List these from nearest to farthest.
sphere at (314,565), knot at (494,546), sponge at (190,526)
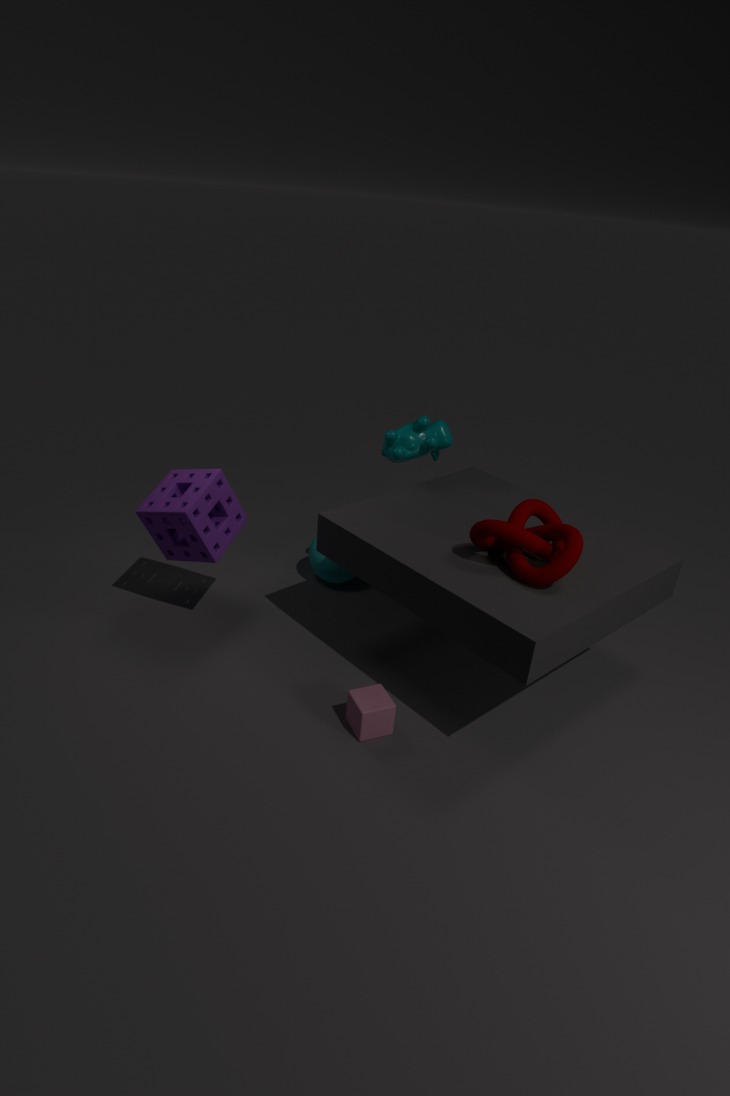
knot at (494,546) → sponge at (190,526) → sphere at (314,565)
